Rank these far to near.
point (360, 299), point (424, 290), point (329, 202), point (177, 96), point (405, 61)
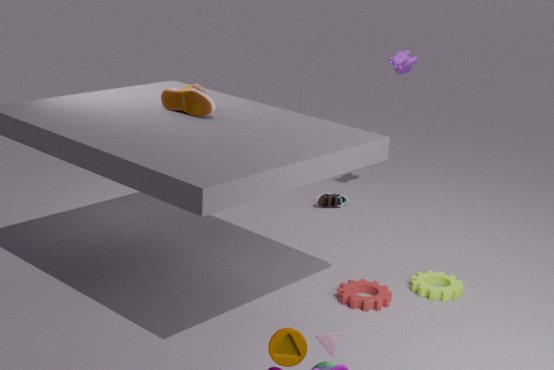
1. point (329, 202)
2. point (405, 61)
3. point (424, 290)
4. point (177, 96)
5. point (360, 299)
